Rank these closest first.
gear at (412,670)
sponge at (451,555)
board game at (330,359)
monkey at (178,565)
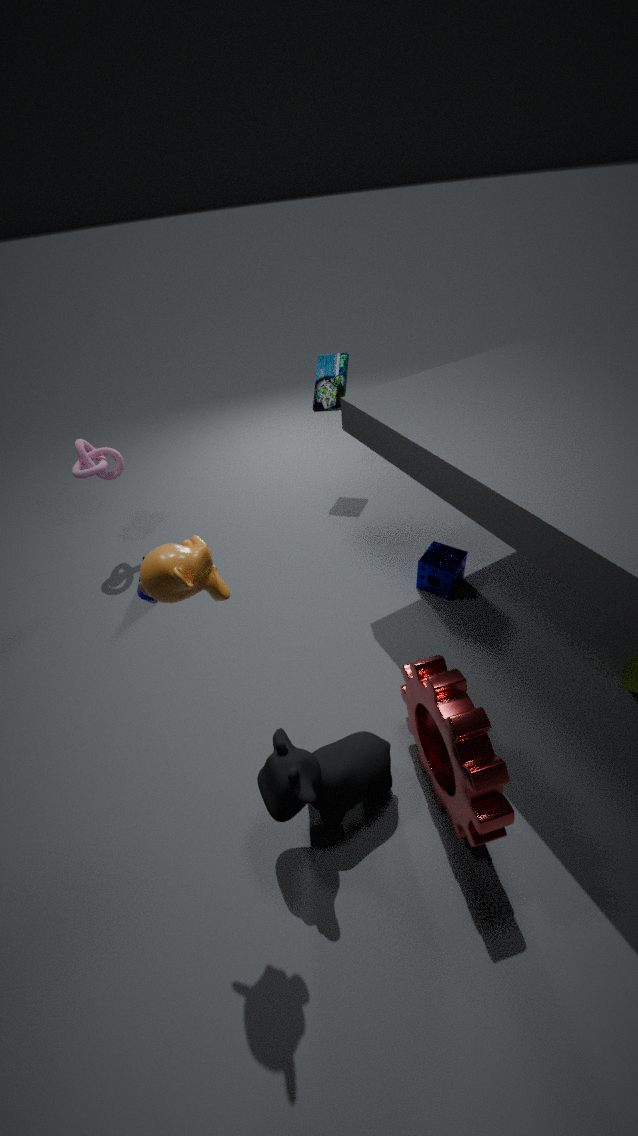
monkey at (178,565) < gear at (412,670) < sponge at (451,555) < board game at (330,359)
